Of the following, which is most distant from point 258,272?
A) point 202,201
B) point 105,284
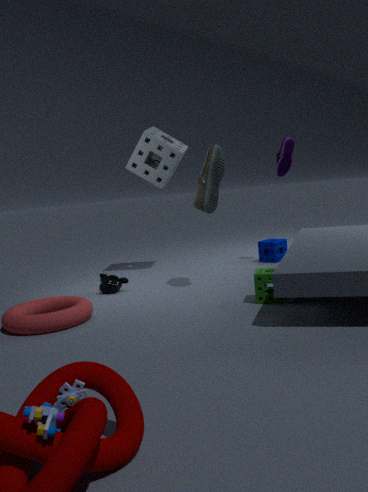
point 105,284
